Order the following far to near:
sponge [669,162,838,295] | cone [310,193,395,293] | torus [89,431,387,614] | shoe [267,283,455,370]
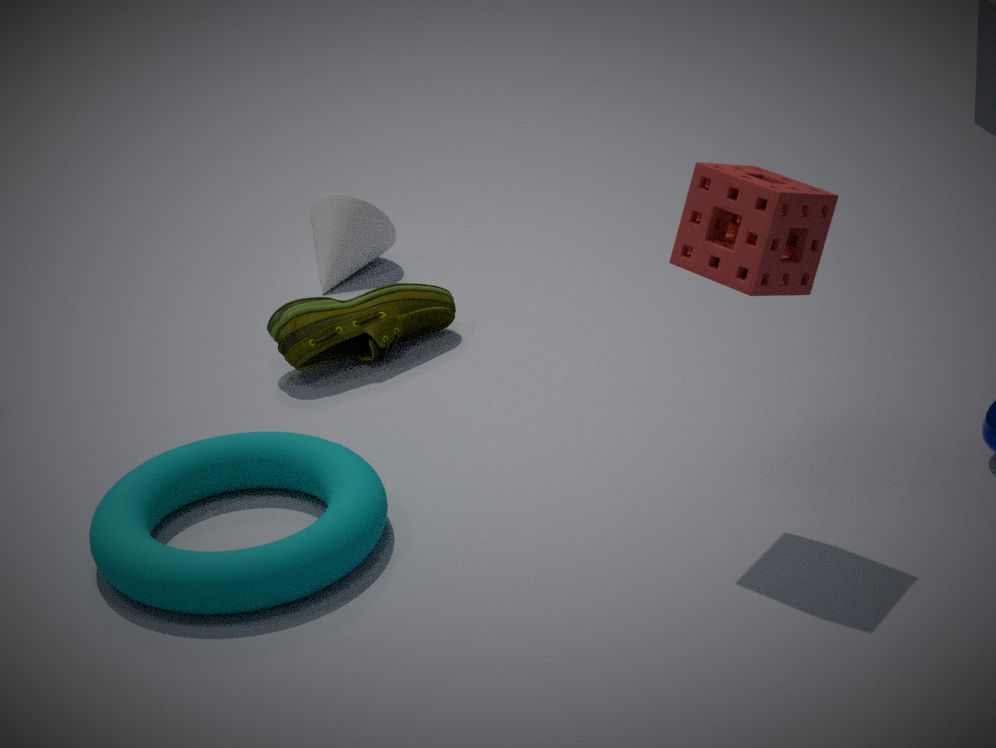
cone [310,193,395,293], shoe [267,283,455,370], torus [89,431,387,614], sponge [669,162,838,295]
